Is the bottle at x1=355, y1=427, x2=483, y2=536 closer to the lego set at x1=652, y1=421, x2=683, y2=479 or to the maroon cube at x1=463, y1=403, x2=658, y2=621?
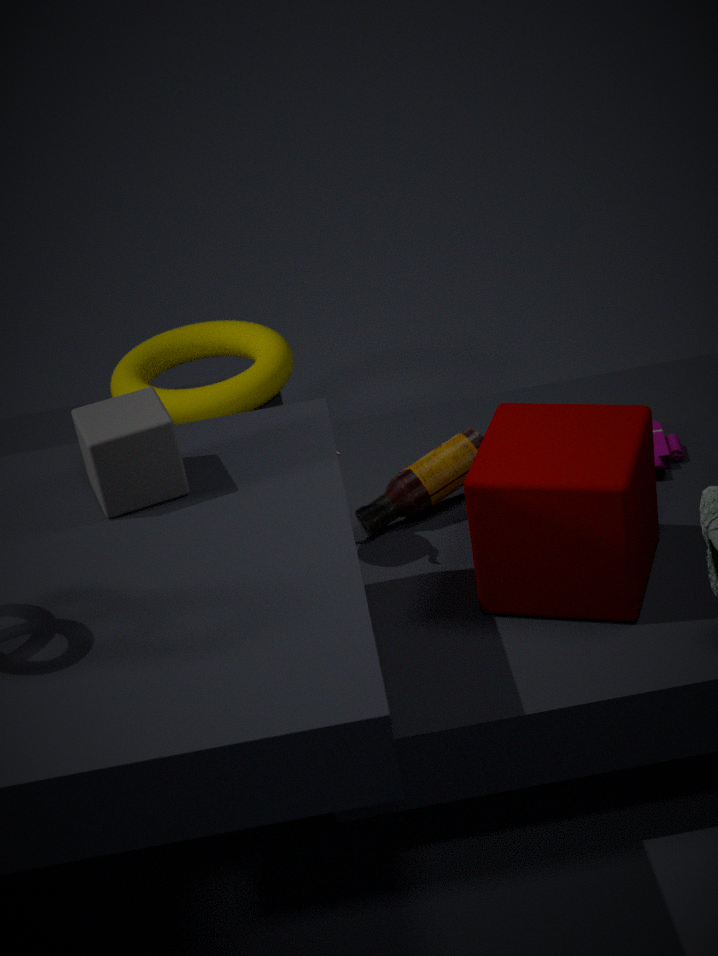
the maroon cube at x1=463, y1=403, x2=658, y2=621
